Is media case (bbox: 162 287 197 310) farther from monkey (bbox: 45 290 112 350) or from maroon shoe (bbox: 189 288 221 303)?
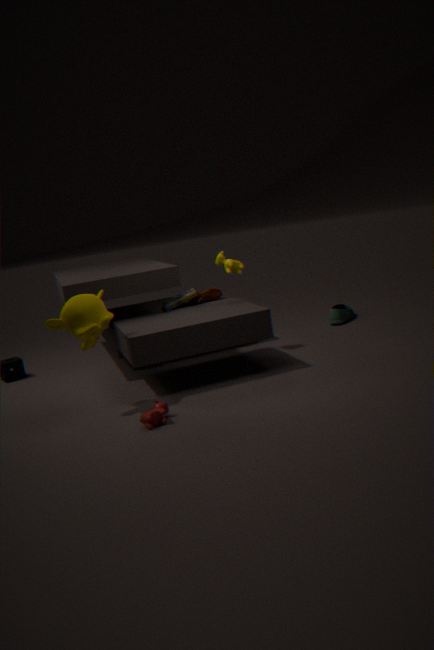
monkey (bbox: 45 290 112 350)
